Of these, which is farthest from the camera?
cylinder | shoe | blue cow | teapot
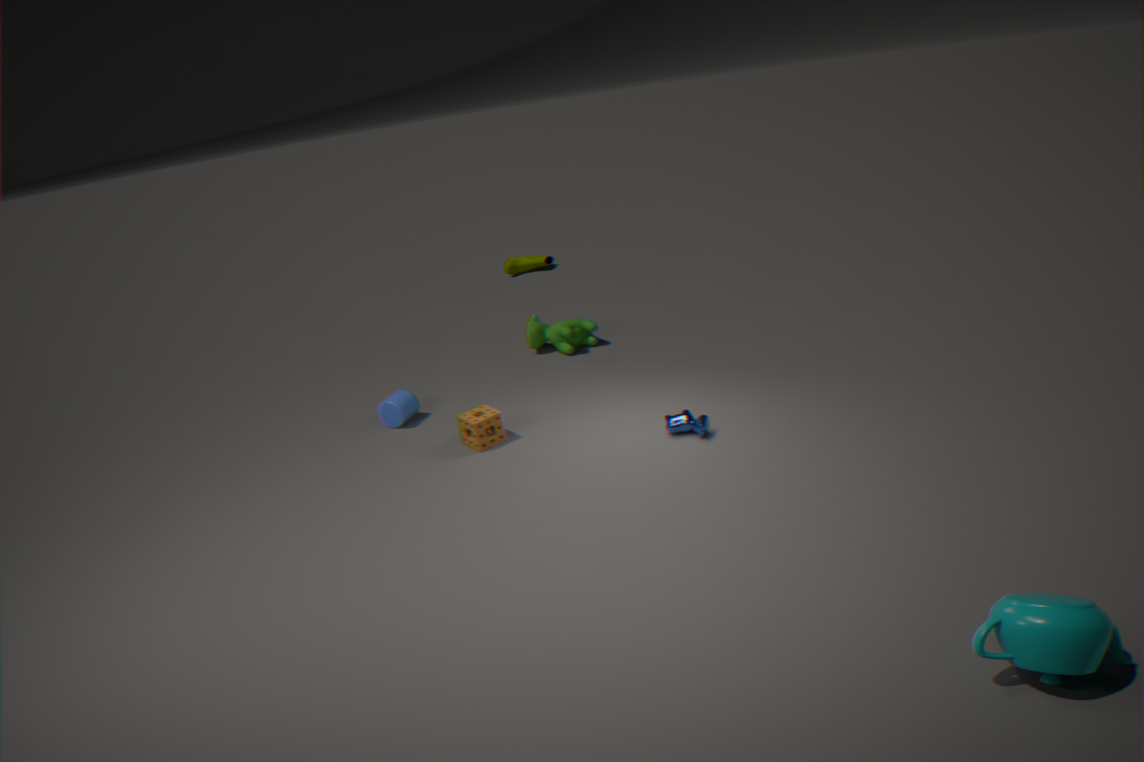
shoe
